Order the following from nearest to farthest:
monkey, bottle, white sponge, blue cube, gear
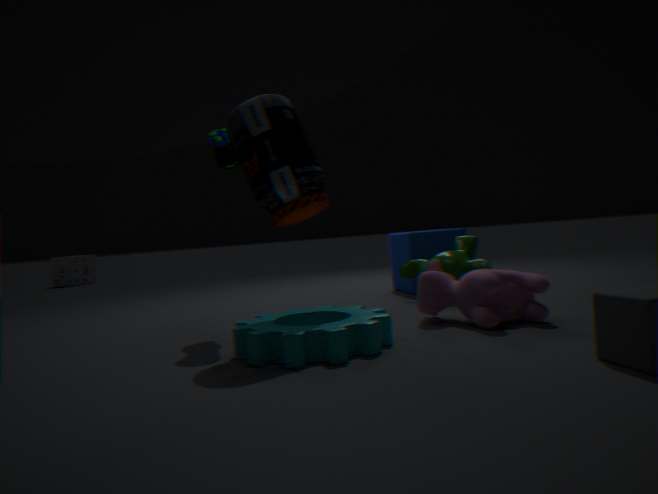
gear
bottle
monkey
blue cube
white sponge
